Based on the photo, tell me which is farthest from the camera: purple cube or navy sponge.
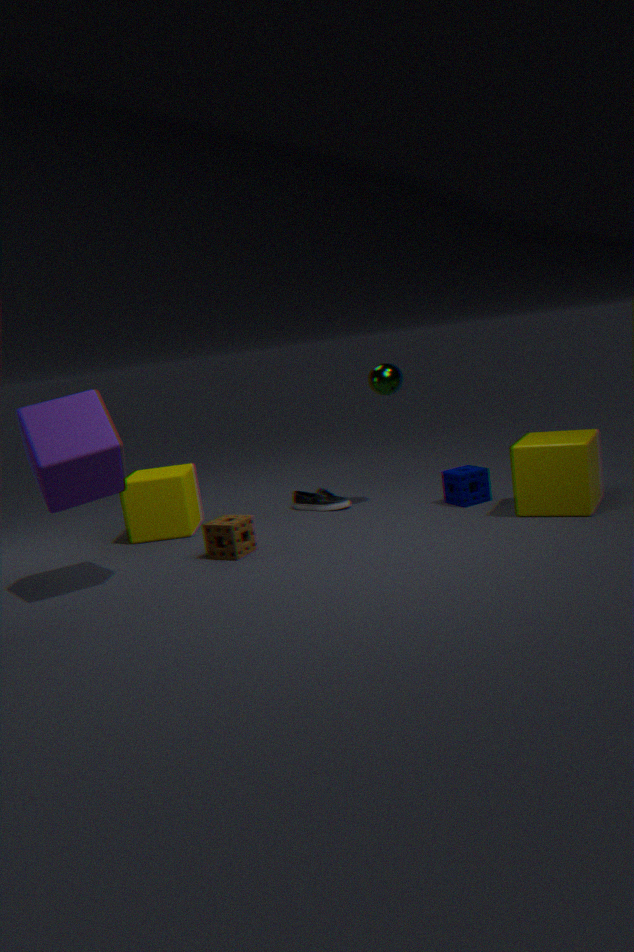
navy sponge
